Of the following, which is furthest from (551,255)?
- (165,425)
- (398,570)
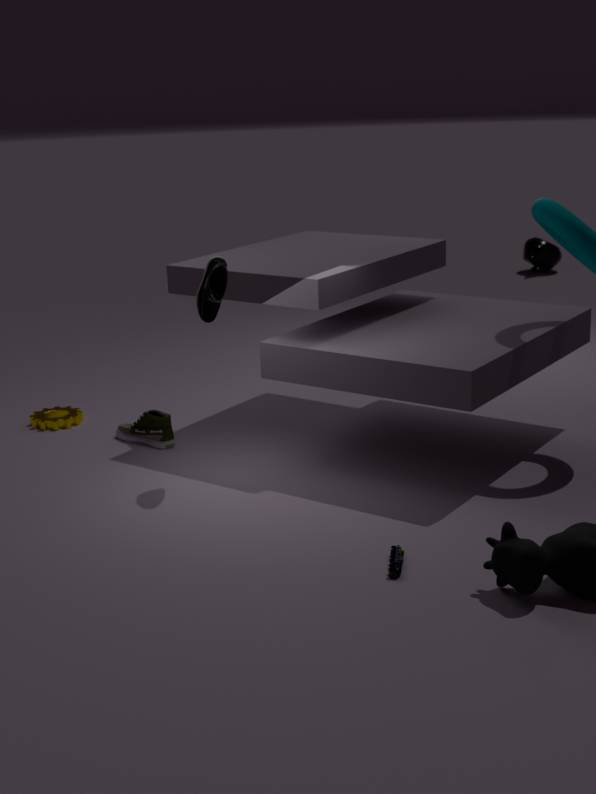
(398,570)
